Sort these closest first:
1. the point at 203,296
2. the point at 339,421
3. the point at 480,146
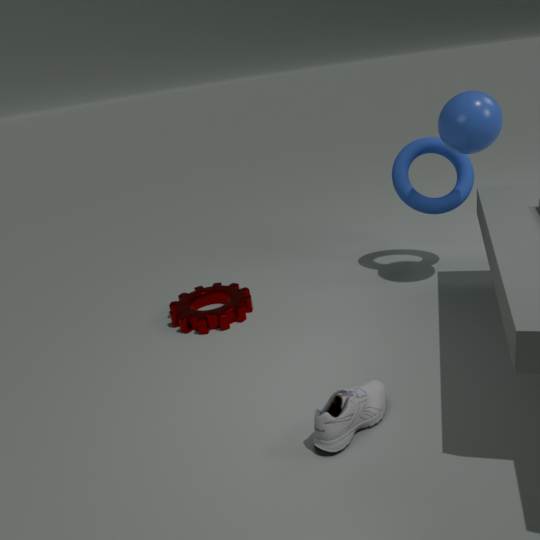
the point at 339,421 < the point at 480,146 < the point at 203,296
